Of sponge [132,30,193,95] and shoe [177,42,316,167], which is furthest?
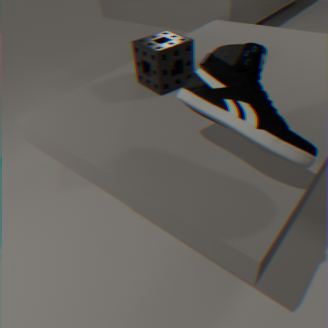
sponge [132,30,193,95]
